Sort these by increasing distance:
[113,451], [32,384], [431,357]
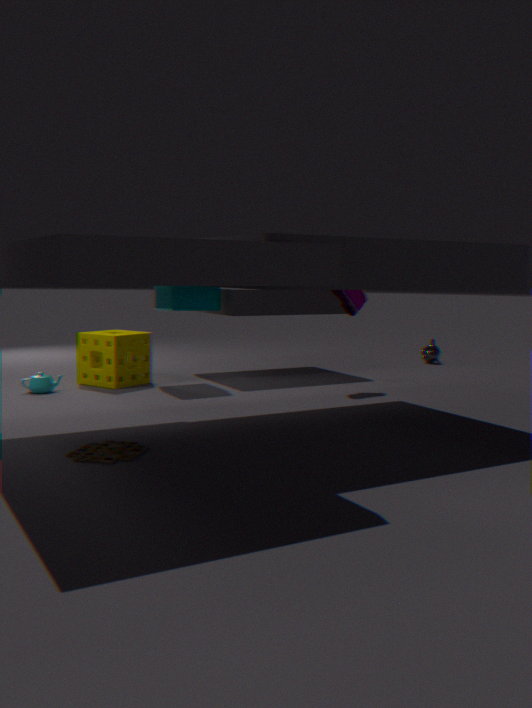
[113,451], [32,384], [431,357]
